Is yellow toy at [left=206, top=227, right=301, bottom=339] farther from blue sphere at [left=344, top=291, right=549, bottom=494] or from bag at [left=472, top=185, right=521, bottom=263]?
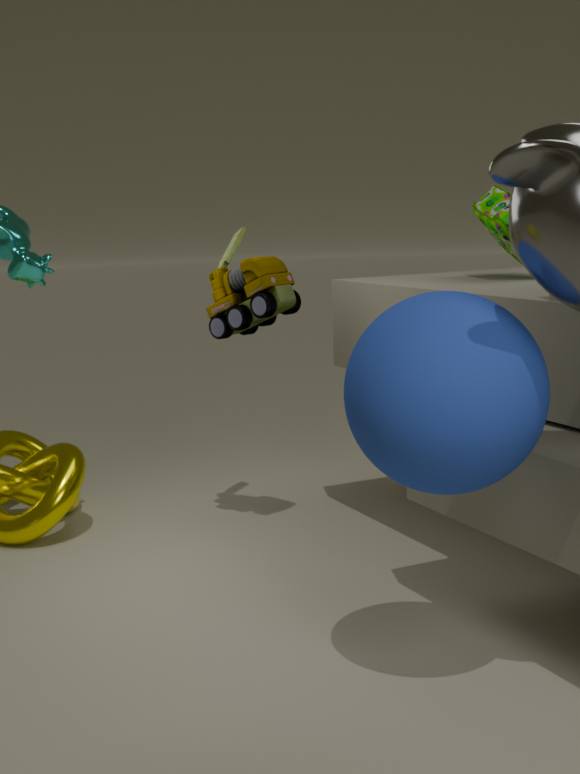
blue sphere at [left=344, top=291, right=549, bottom=494]
